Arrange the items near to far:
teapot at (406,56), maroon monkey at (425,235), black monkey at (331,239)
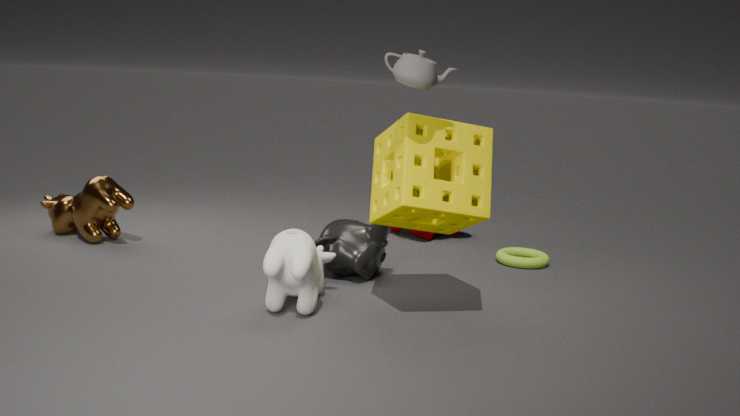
teapot at (406,56)
black monkey at (331,239)
maroon monkey at (425,235)
